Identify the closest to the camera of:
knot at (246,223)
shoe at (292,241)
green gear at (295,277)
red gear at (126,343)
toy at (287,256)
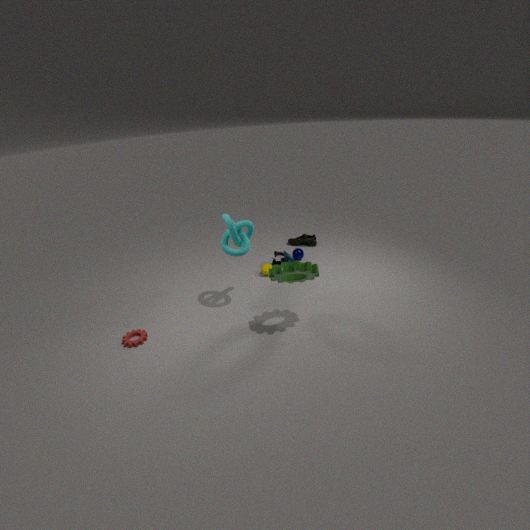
green gear at (295,277)
